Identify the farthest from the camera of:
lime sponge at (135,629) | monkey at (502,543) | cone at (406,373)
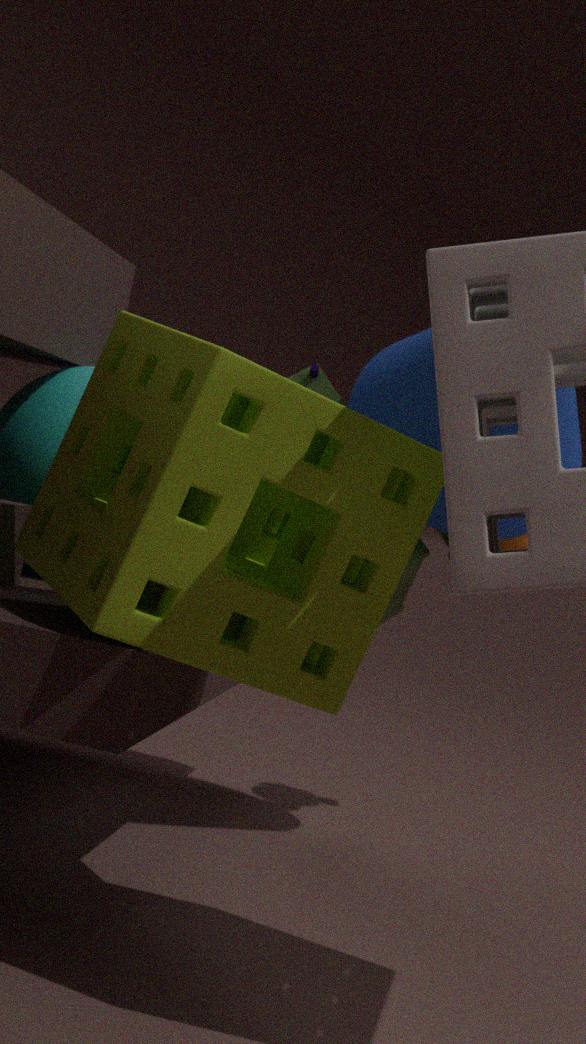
monkey at (502,543)
